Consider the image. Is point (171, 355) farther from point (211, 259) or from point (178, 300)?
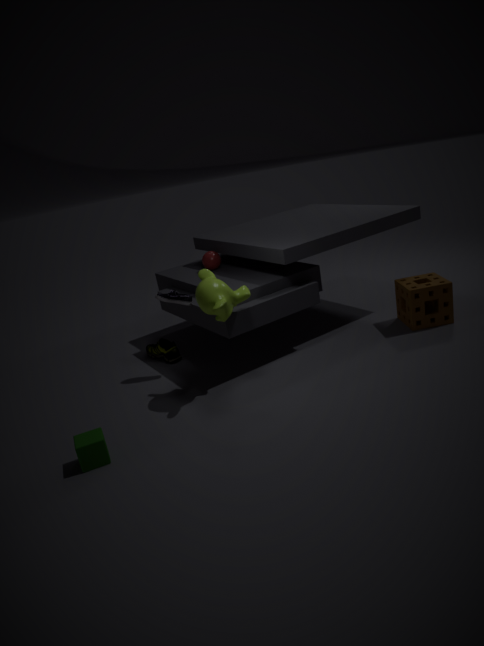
point (211, 259)
